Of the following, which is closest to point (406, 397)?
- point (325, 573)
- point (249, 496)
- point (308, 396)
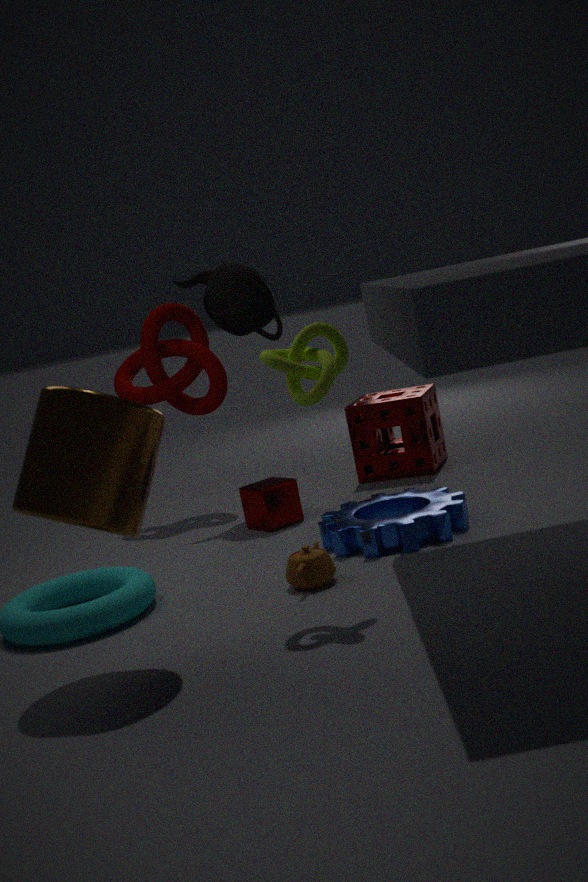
point (249, 496)
